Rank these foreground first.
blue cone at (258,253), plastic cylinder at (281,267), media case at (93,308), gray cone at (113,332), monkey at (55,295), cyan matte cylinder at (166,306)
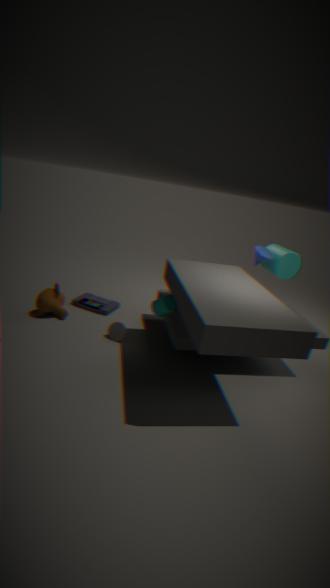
cyan matte cylinder at (166,306) < blue cone at (258,253) < gray cone at (113,332) < monkey at (55,295) < plastic cylinder at (281,267) < media case at (93,308)
